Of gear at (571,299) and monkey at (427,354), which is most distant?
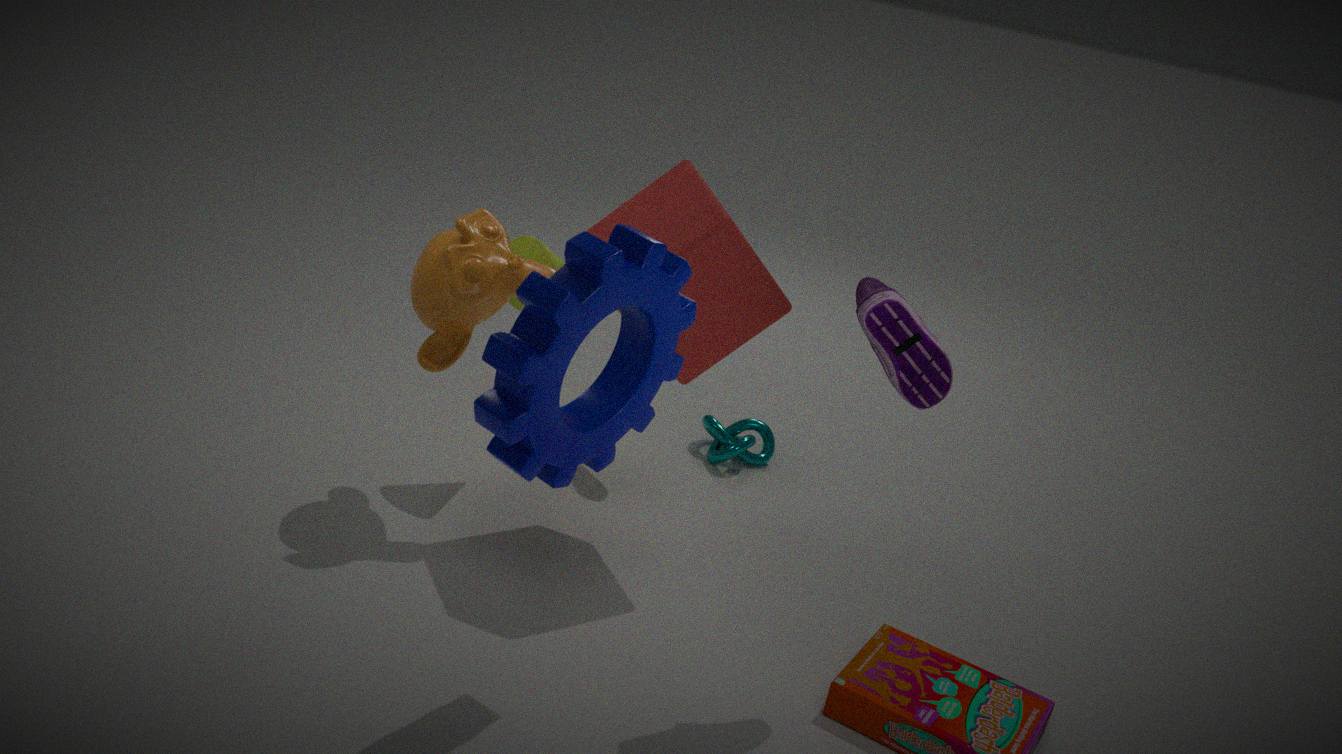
monkey at (427,354)
